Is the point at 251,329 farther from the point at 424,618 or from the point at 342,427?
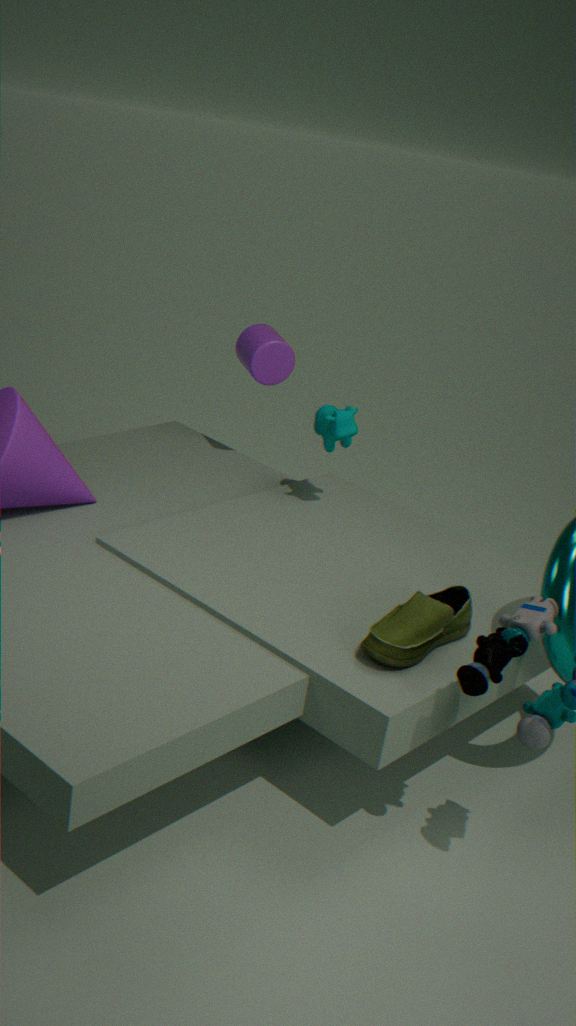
the point at 424,618
